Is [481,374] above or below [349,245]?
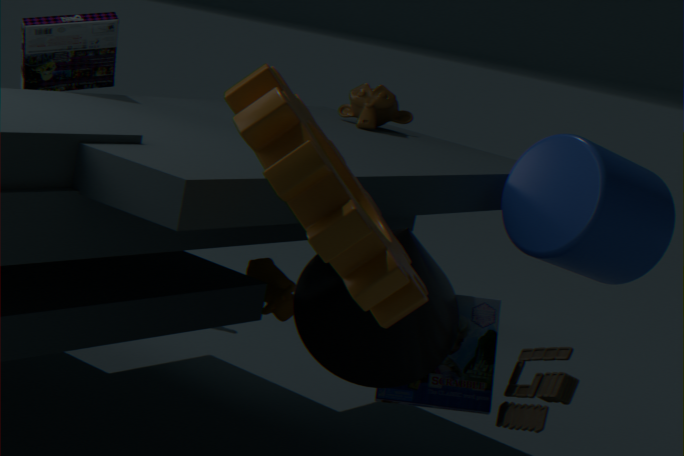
below
